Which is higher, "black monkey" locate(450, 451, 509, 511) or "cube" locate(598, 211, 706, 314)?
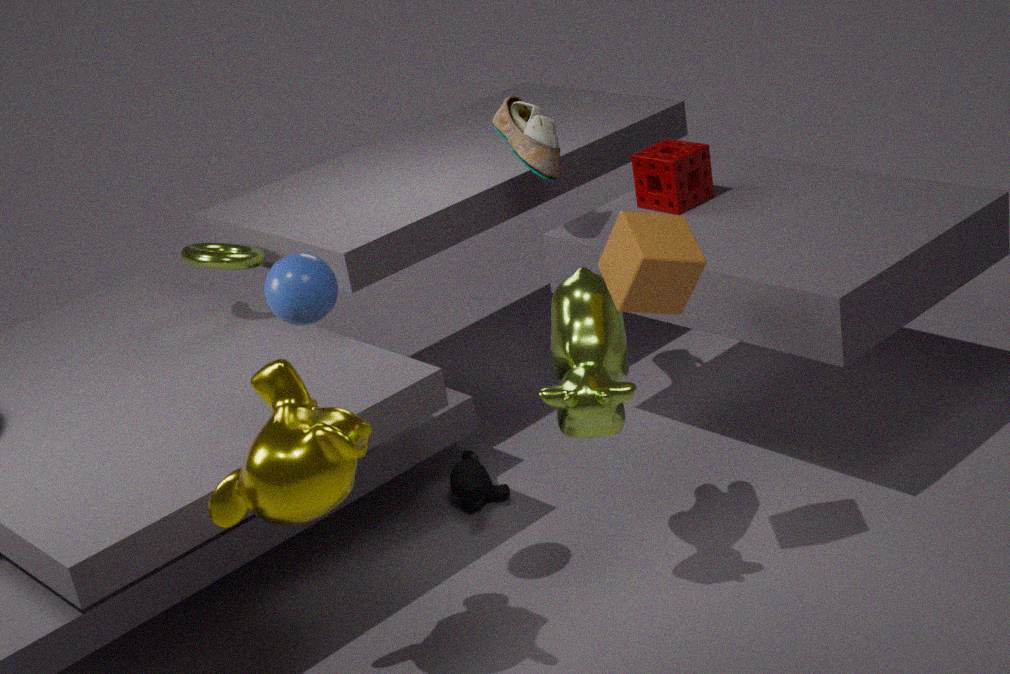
"cube" locate(598, 211, 706, 314)
